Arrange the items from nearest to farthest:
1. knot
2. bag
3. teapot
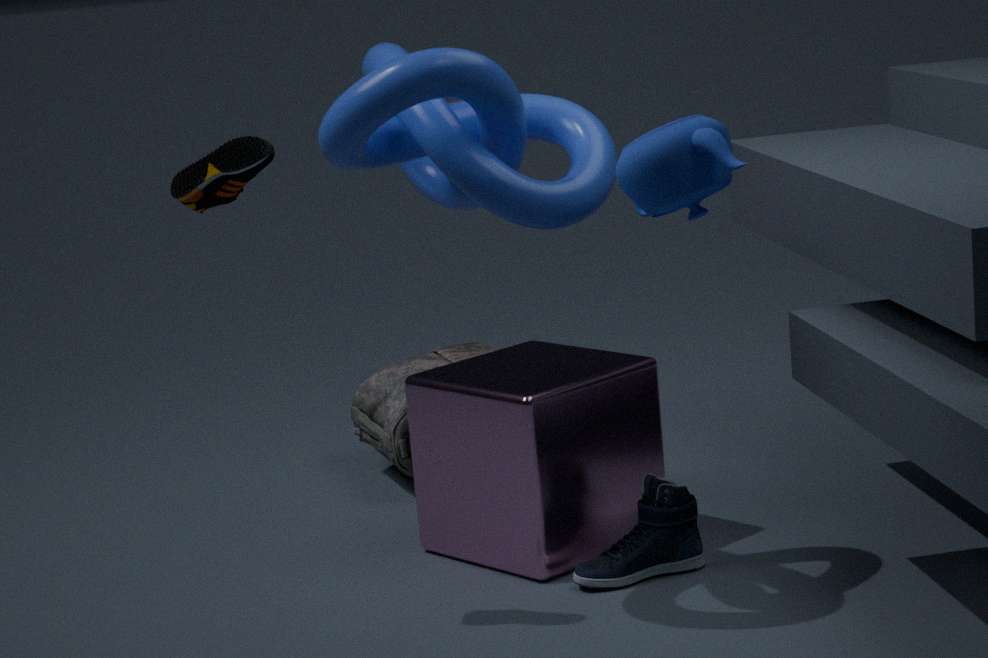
teapot
knot
bag
